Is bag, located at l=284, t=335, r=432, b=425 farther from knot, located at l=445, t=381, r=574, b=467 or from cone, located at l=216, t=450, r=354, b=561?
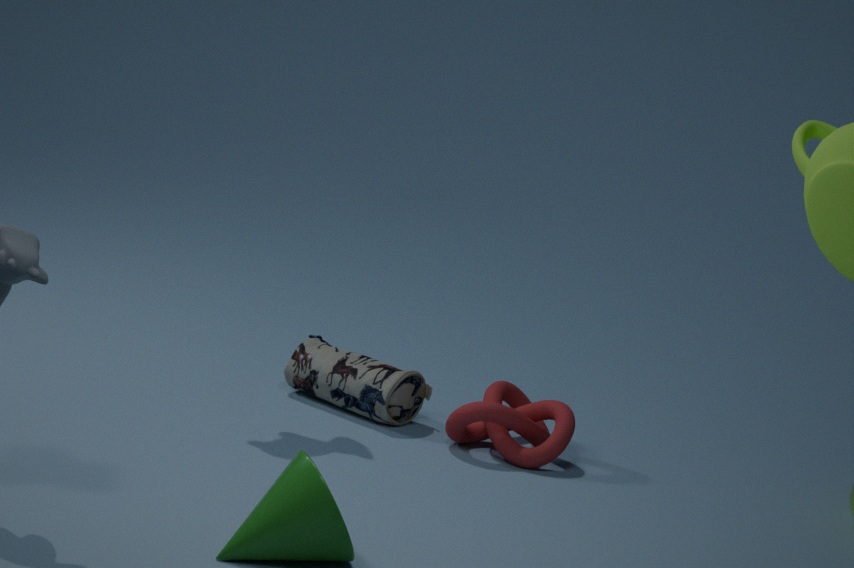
cone, located at l=216, t=450, r=354, b=561
